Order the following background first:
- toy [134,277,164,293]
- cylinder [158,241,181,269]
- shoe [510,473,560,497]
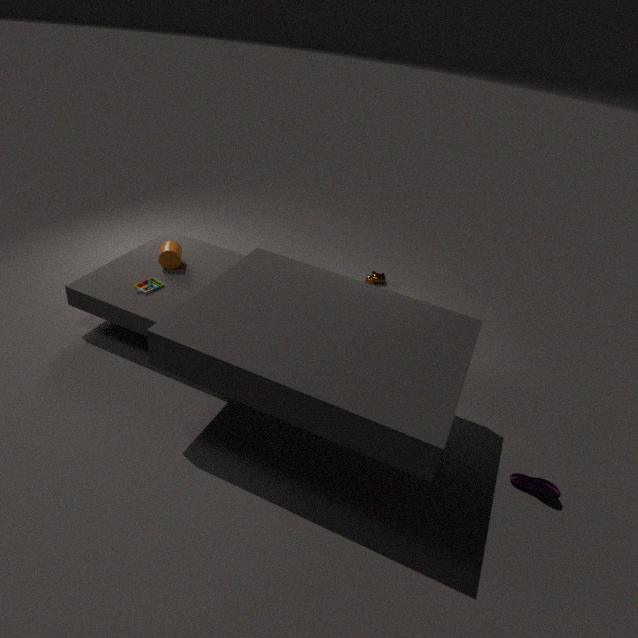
cylinder [158,241,181,269] → toy [134,277,164,293] → shoe [510,473,560,497]
